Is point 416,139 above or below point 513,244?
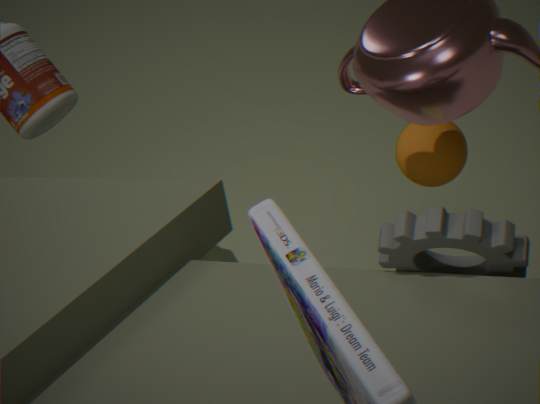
below
